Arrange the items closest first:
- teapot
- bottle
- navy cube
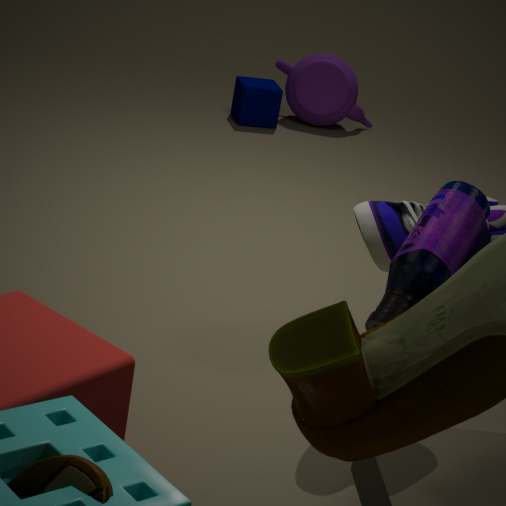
bottle
navy cube
teapot
